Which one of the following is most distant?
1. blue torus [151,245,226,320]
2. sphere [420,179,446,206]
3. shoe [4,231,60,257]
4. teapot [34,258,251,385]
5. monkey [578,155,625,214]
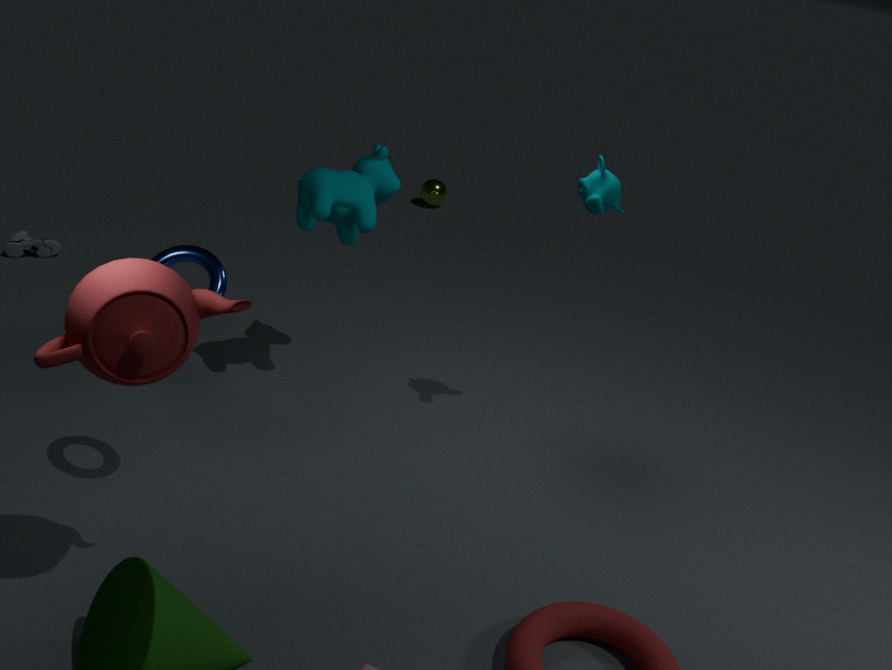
sphere [420,179,446,206]
